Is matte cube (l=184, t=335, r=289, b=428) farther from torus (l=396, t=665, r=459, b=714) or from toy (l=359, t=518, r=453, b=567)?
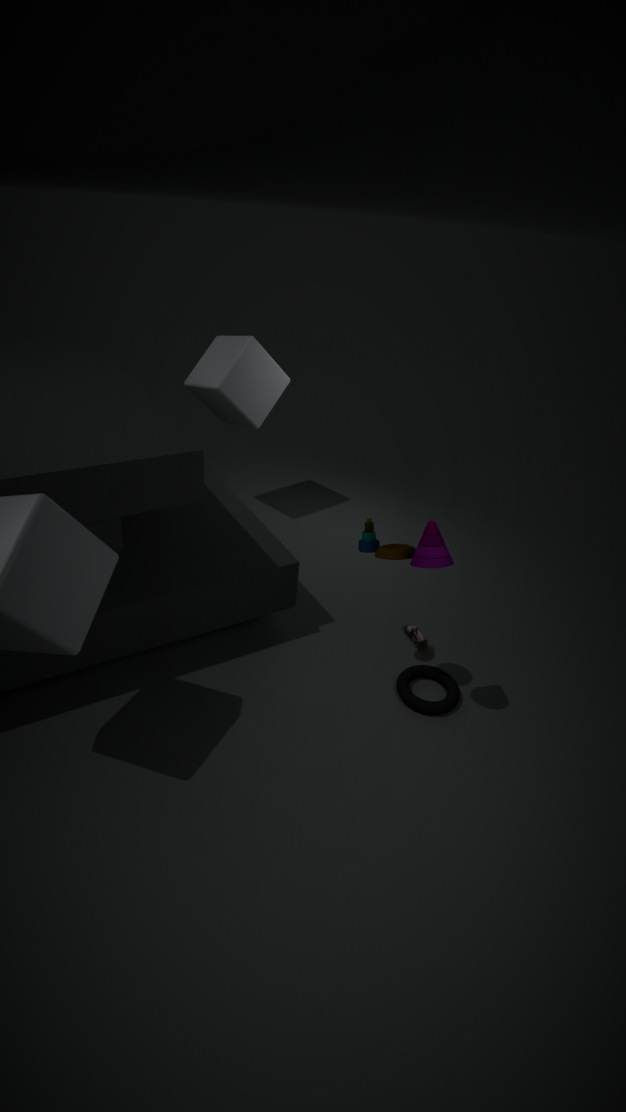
torus (l=396, t=665, r=459, b=714)
